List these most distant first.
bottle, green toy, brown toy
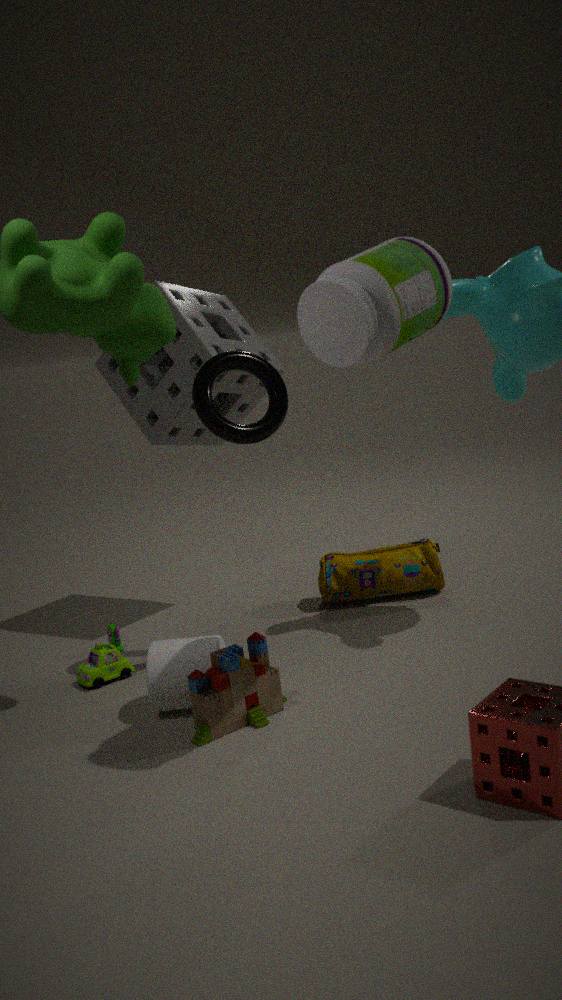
green toy < brown toy < bottle
